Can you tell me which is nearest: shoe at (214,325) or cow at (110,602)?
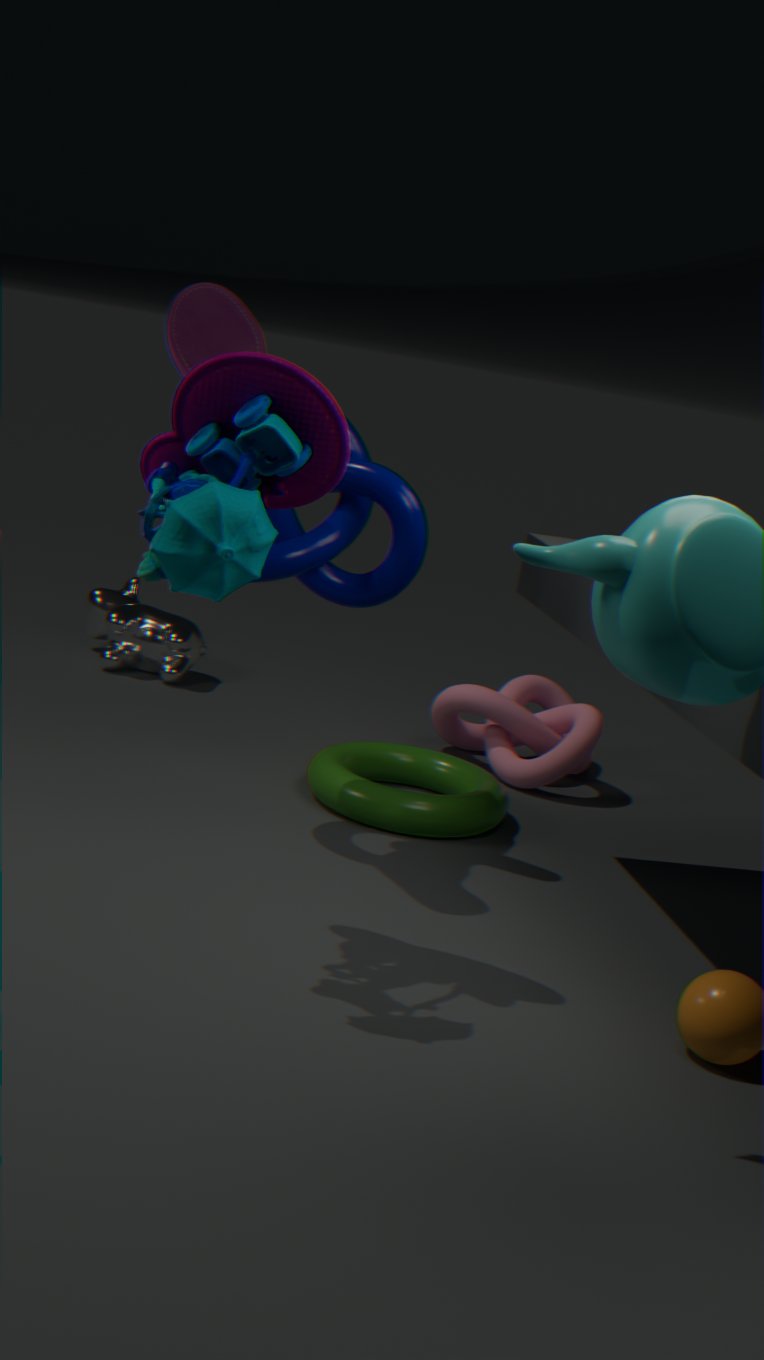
shoe at (214,325)
